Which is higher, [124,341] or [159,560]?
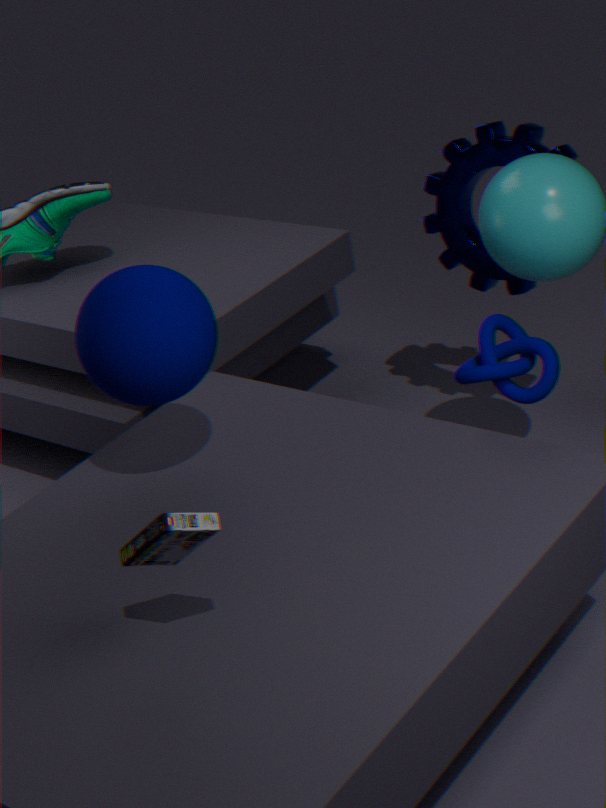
[124,341]
